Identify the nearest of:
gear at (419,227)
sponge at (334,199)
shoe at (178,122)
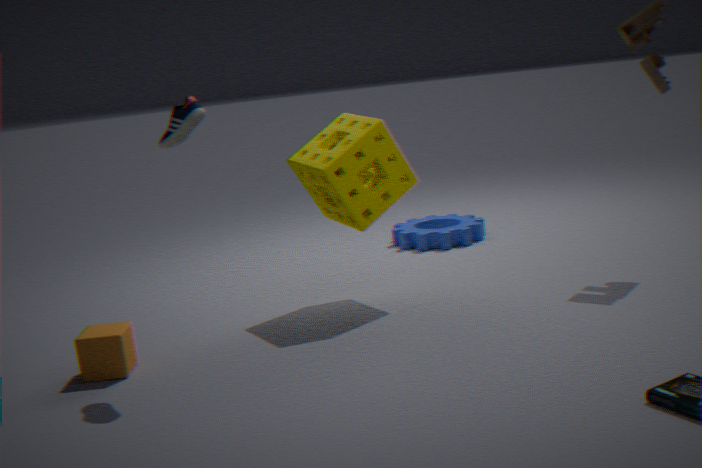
shoe at (178,122)
